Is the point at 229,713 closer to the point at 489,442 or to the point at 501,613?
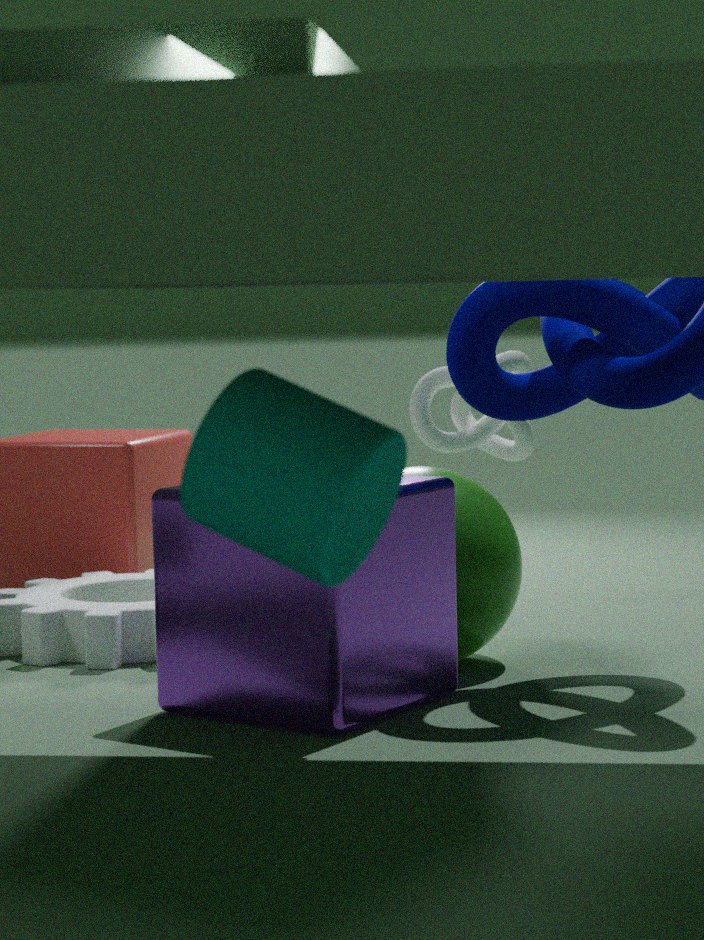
the point at 501,613
